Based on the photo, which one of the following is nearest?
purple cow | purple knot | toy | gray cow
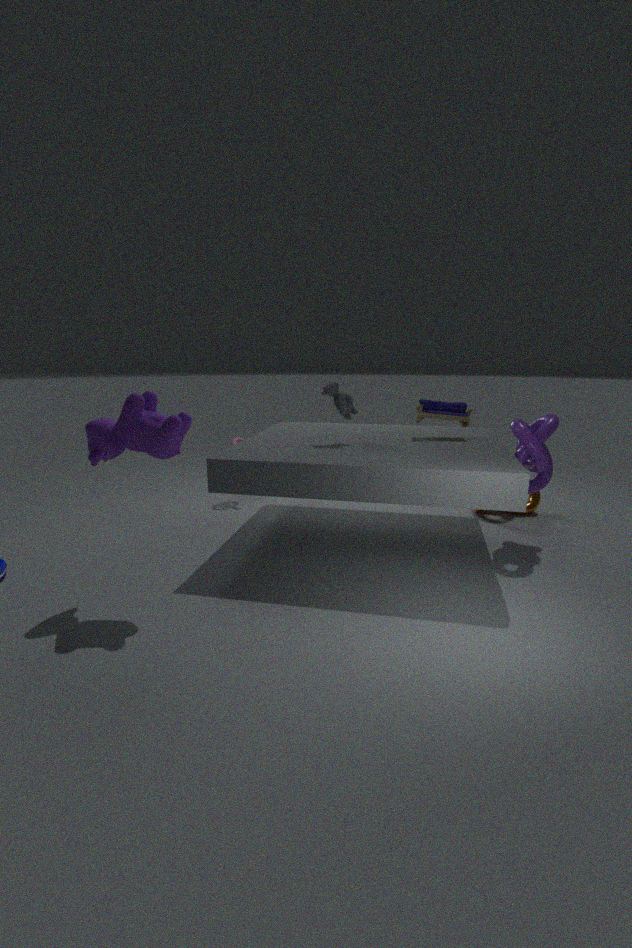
purple cow
